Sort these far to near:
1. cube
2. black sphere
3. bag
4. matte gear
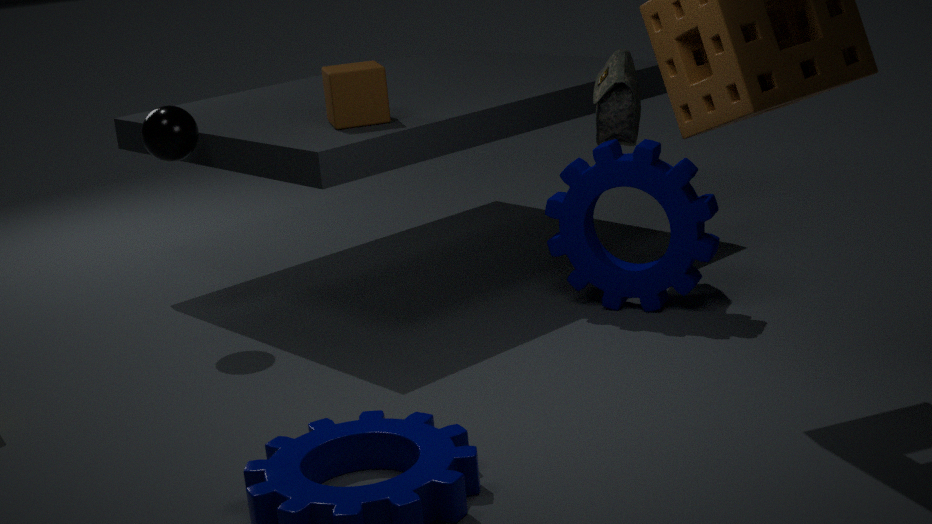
bag, black sphere, cube, matte gear
